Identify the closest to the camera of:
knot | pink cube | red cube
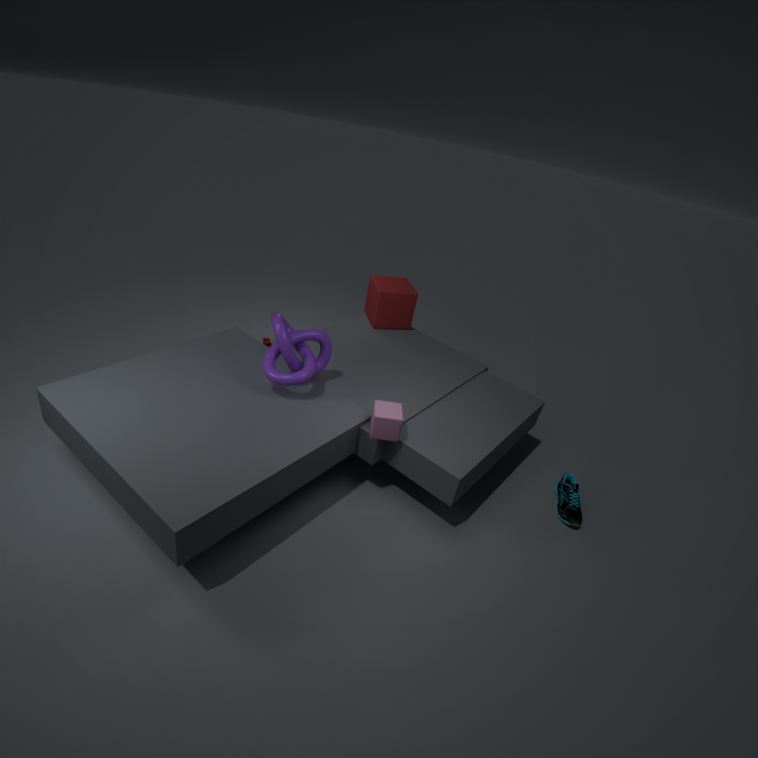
pink cube
